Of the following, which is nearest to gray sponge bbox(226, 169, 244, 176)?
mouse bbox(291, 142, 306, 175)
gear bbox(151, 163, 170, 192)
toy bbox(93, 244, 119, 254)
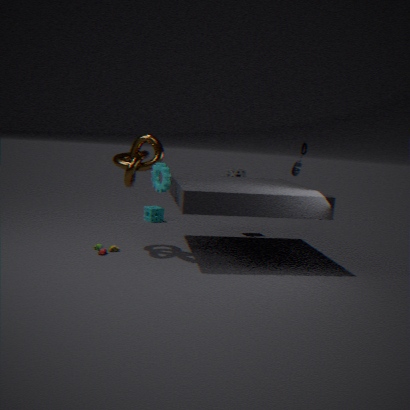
gear bbox(151, 163, 170, 192)
